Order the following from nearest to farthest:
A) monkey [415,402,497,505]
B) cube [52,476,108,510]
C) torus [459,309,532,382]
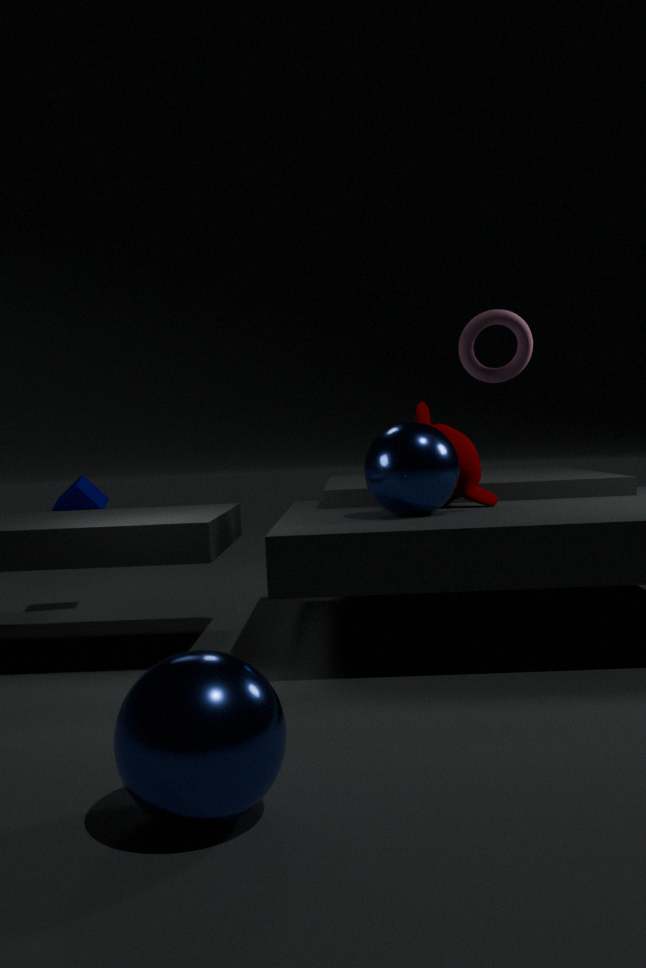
torus [459,309,532,382], monkey [415,402,497,505], cube [52,476,108,510]
